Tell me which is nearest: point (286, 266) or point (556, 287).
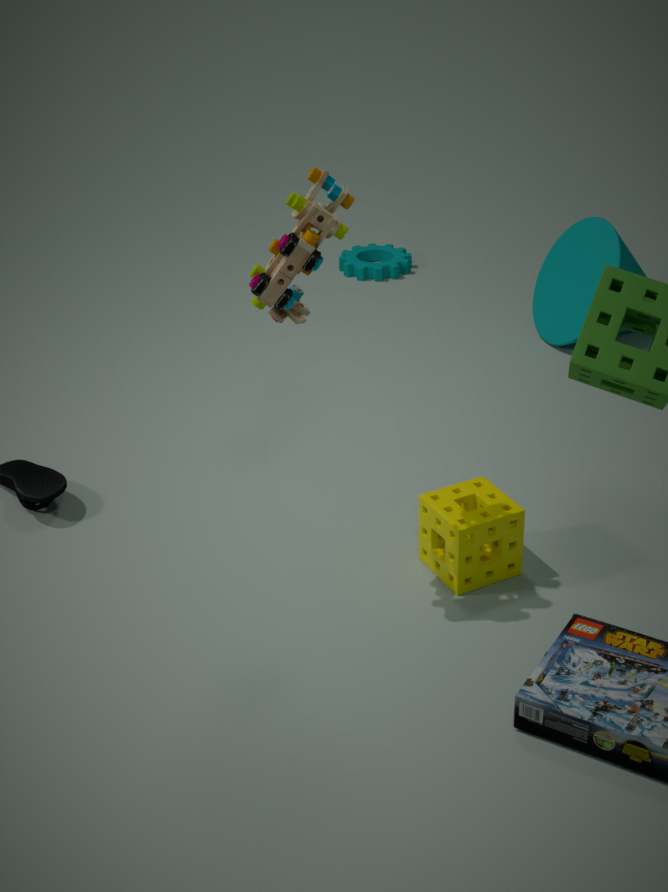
point (286, 266)
